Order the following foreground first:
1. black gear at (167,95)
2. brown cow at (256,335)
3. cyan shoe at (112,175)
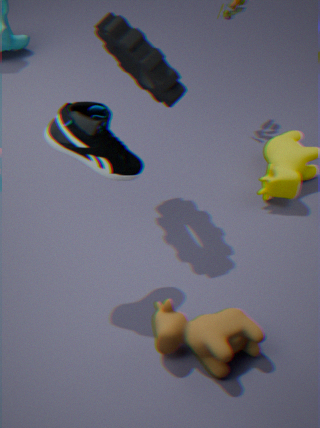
cyan shoe at (112,175) → brown cow at (256,335) → black gear at (167,95)
